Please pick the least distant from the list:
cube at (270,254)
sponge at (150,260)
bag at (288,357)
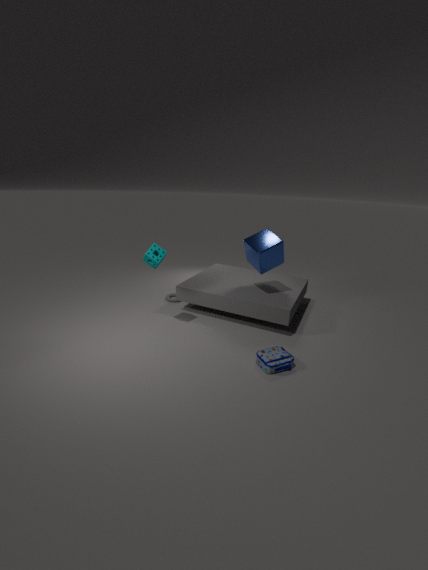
bag at (288,357)
